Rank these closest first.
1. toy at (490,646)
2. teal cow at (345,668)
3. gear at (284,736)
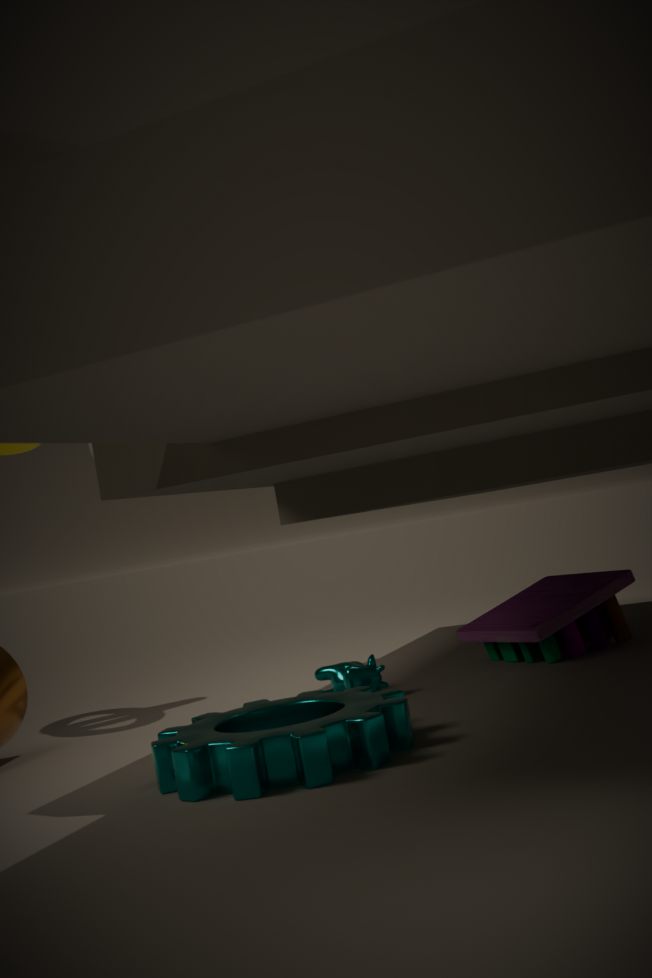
gear at (284,736), teal cow at (345,668), toy at (490,646)
